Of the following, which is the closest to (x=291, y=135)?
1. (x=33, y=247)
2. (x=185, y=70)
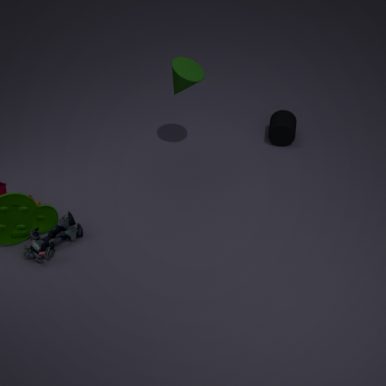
(x=185, y=70)
